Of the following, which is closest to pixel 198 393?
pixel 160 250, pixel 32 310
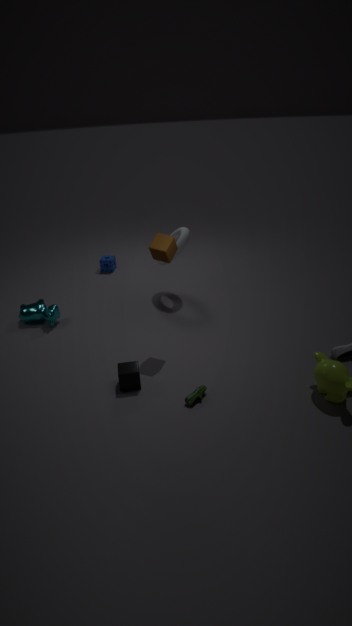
pixel 160 250
